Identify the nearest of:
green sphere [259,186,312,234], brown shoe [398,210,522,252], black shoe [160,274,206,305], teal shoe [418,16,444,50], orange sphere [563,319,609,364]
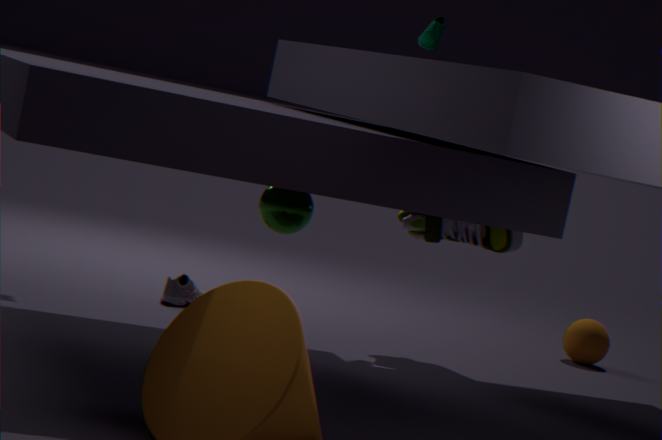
green sphere [259,186,312,234]
